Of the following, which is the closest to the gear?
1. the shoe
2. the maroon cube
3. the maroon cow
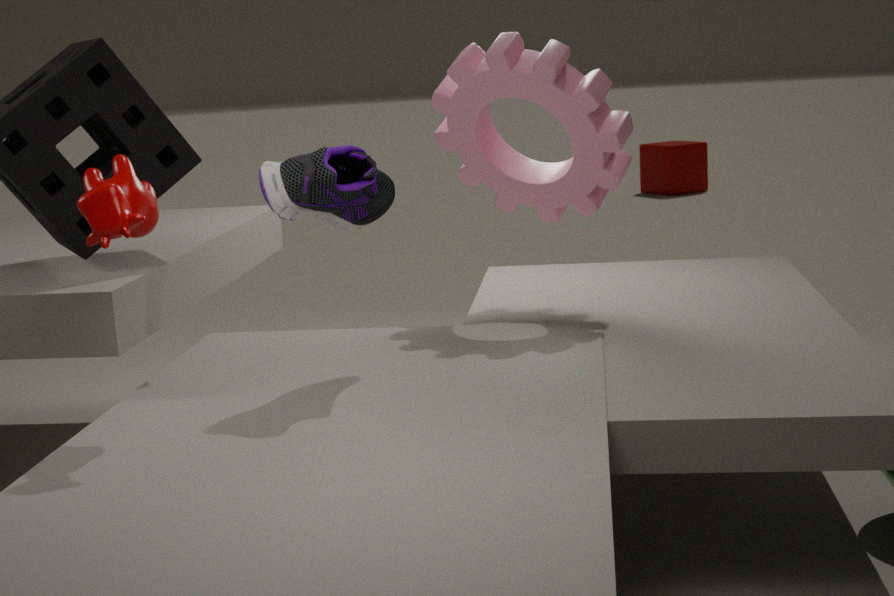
the shoe
